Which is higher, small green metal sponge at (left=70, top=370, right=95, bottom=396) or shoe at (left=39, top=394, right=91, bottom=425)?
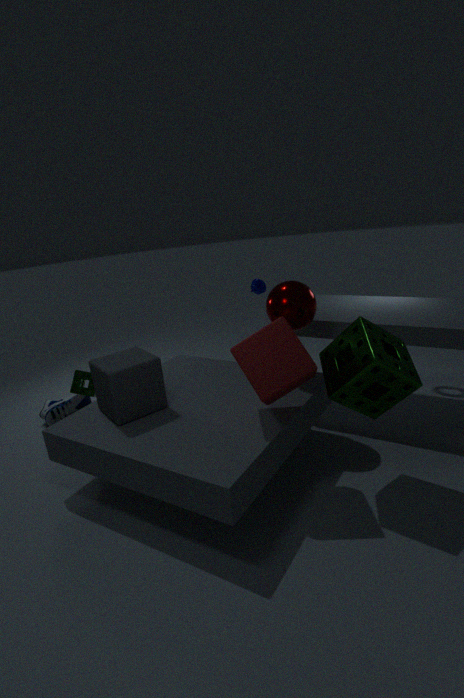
small green metal sponge at (left=70, top=370, right=95, bottom=396)
